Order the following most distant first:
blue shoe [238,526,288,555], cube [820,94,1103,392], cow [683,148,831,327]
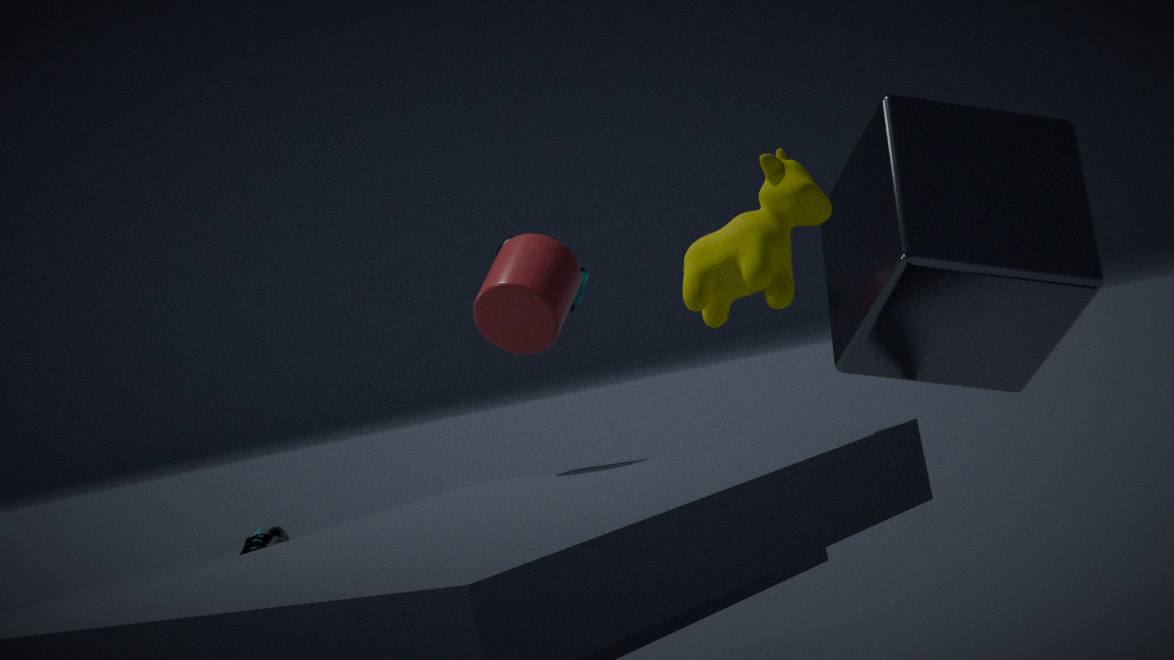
blue shoe [238,526,288,555]
cube [820,94,1103,392]
cow [683,148,831,327]
